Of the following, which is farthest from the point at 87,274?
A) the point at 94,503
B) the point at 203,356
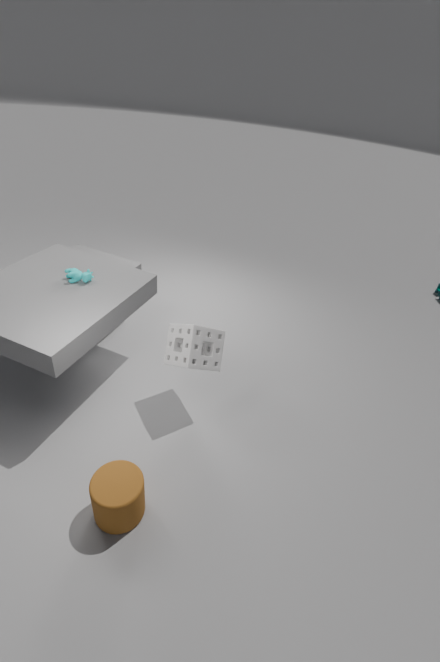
the point at 94,503
